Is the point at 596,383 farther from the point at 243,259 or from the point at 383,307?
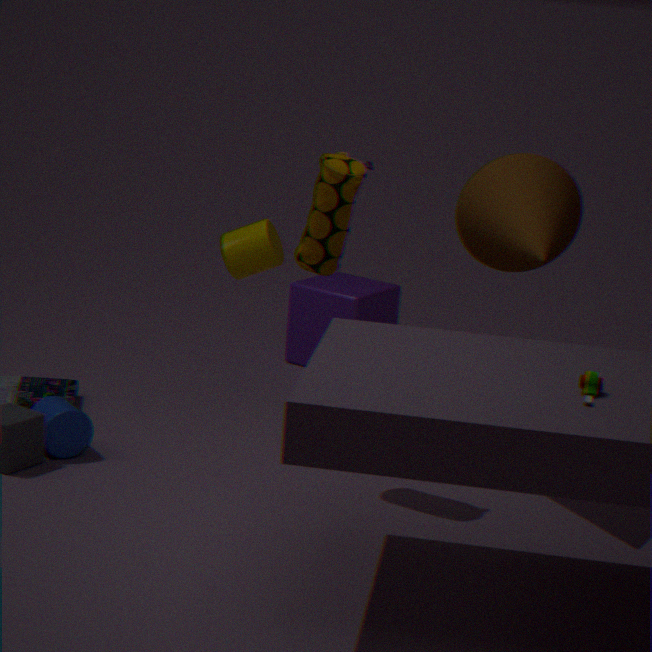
the point at 383,307
